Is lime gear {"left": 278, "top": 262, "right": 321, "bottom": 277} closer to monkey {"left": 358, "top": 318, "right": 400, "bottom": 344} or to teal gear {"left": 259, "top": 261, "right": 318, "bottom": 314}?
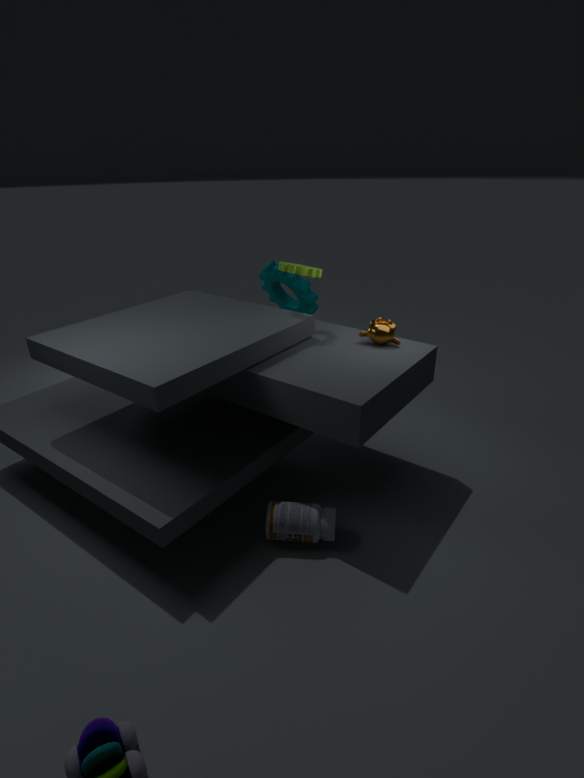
monkey {"left": 358, "top": 318, "right": 400, "bottom": 344}
